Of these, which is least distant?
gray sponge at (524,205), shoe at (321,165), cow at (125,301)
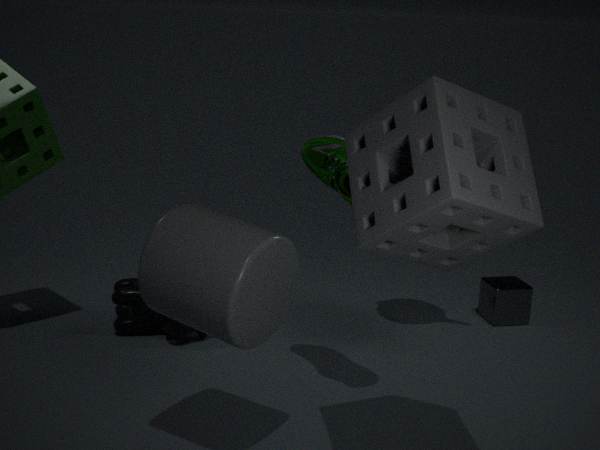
gray sponge at (524,205)
